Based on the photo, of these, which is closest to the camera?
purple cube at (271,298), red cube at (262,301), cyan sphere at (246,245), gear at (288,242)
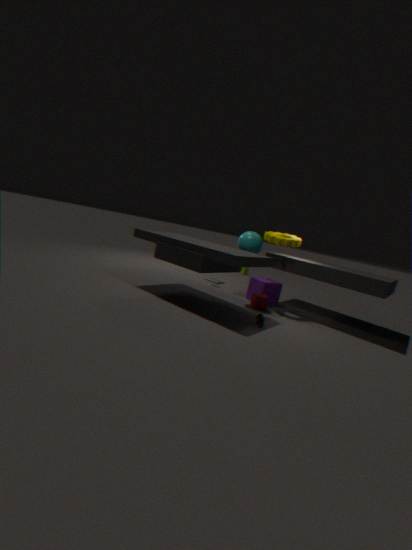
red cube at (262,301)
